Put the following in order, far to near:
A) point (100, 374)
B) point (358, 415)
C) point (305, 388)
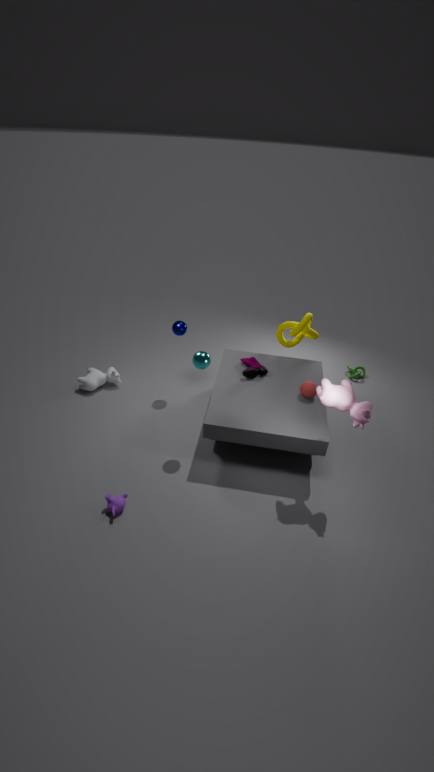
point (100, 374) < point (305, 388) < point (358, 415)
